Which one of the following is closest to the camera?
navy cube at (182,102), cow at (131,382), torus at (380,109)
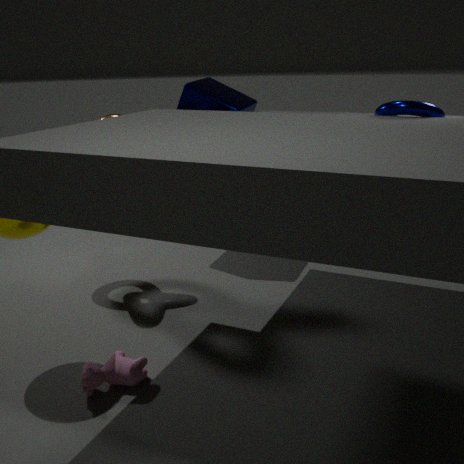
cow at (131,382)
